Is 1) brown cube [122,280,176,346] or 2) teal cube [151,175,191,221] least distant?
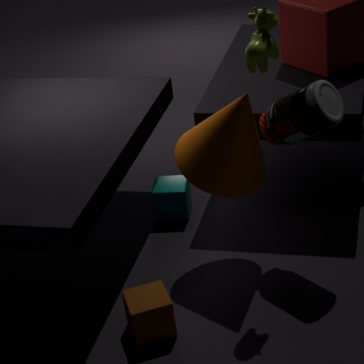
1. brown cube [122,280,176,346]
